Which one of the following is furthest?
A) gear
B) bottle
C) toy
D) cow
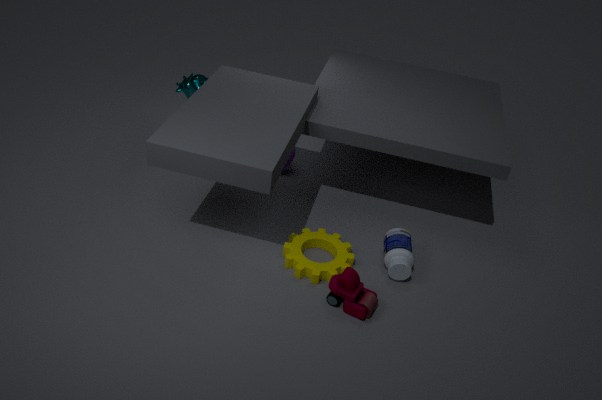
cow
